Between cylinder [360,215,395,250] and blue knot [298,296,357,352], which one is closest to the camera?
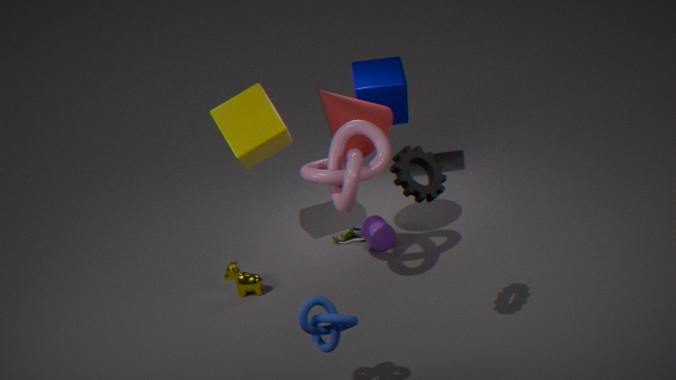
blue knot [298,296,357,352]
